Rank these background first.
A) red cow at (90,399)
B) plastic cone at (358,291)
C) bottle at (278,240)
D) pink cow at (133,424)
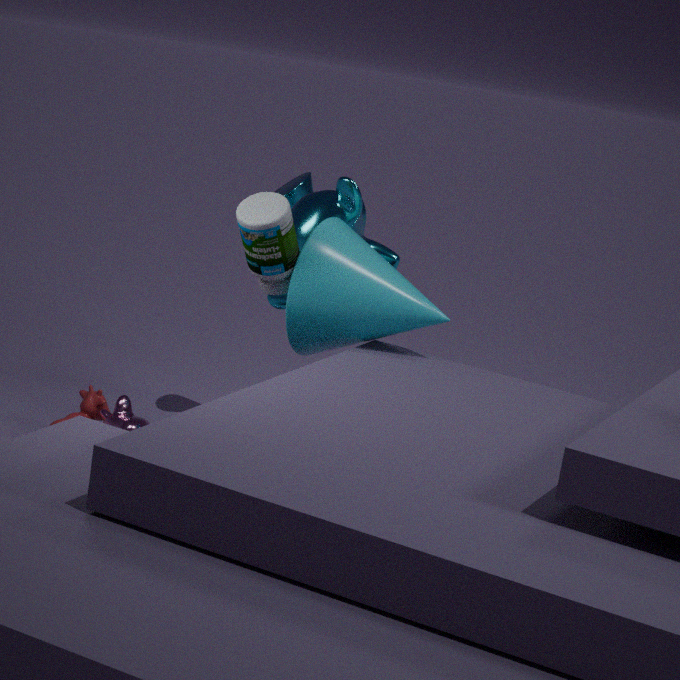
red cow at (90,399) < pink cow at (133,424) < plastic cone at (358,291) < bottle at (278,240)
